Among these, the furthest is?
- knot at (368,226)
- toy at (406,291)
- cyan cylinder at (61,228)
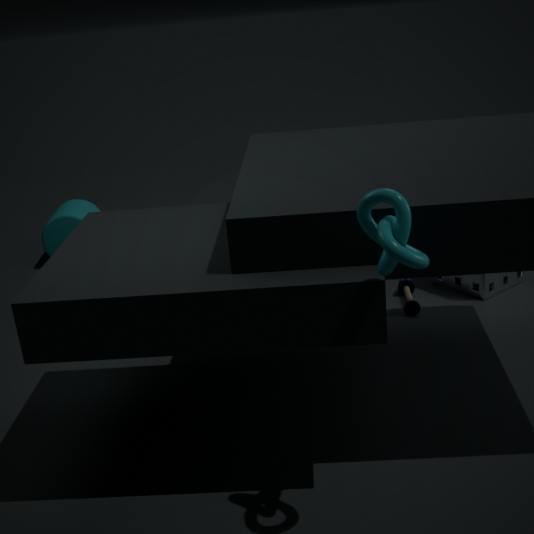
cyan cylinder at (61,228)
